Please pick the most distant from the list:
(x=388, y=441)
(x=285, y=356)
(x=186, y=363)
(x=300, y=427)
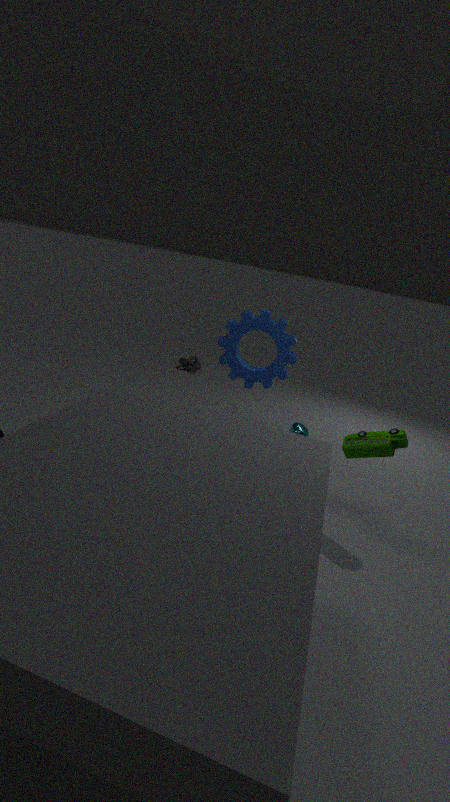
(x=186, y=363)
